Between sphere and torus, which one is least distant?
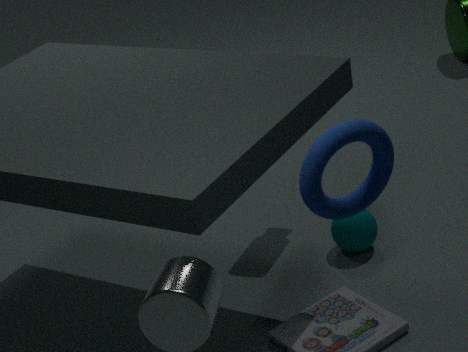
torus
